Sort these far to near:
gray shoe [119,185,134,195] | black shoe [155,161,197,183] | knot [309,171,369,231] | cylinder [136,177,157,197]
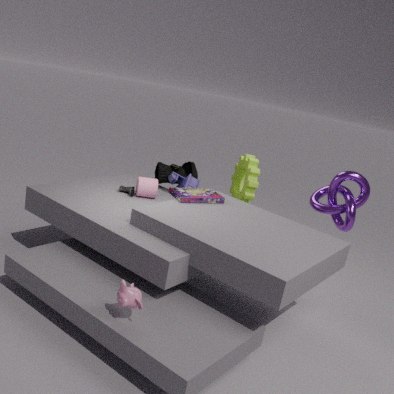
black shoe [155,161,197,183] < gray shoe [119,185,134,195] < cylinder [136,177,157,197] < knot [309,171,369,231]
